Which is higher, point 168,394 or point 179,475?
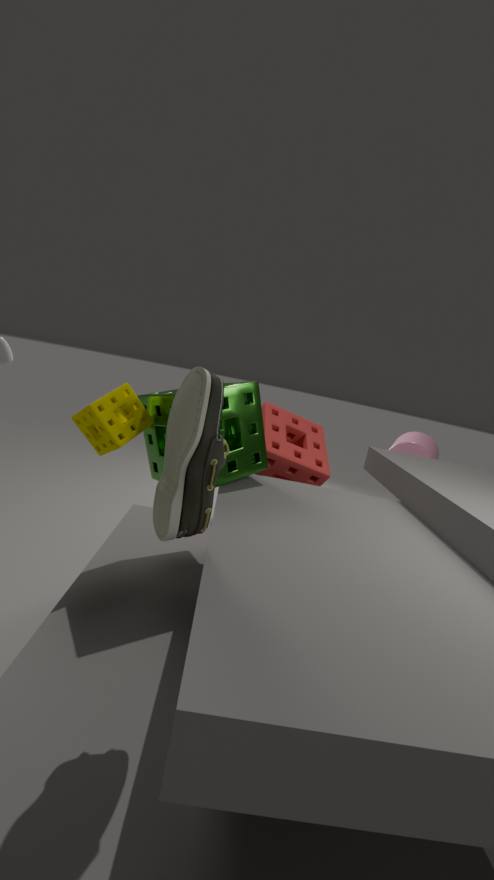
point 179,475
